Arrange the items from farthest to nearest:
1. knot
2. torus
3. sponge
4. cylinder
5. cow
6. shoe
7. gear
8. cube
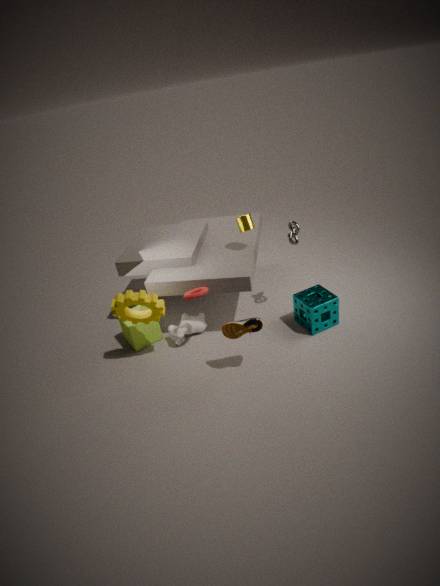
cow < cube < cylinder < knot < sponge < torus < gear < shoe
